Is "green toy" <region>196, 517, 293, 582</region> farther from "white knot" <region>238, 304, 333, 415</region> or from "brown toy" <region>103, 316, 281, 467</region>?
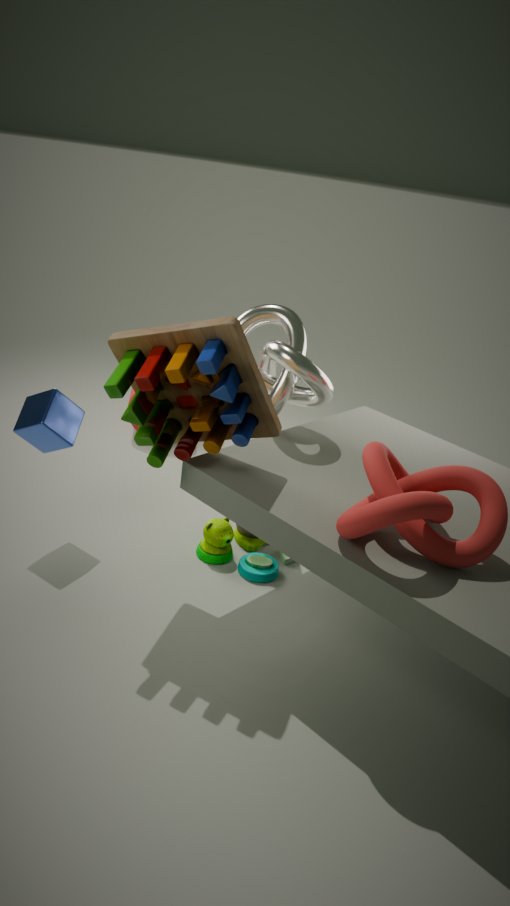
"brown toy" <region>103, 316, 281, 467</region>
